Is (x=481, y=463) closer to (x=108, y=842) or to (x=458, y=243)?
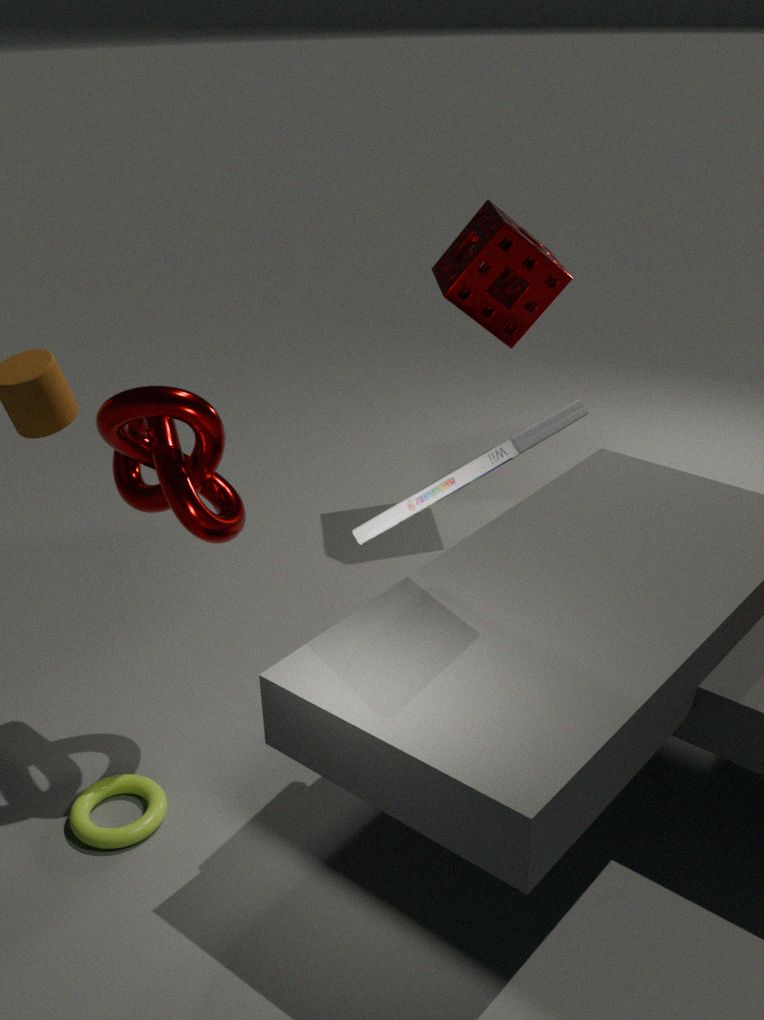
(x=108, y=842)
